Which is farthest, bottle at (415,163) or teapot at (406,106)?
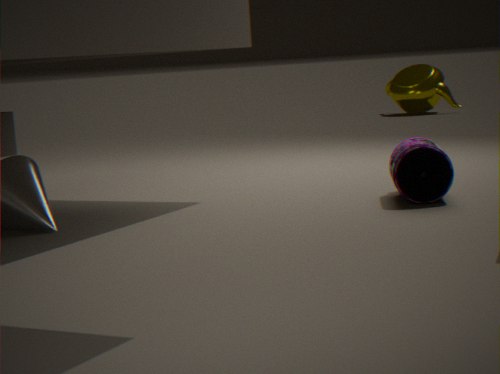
teapot at (406,106)
